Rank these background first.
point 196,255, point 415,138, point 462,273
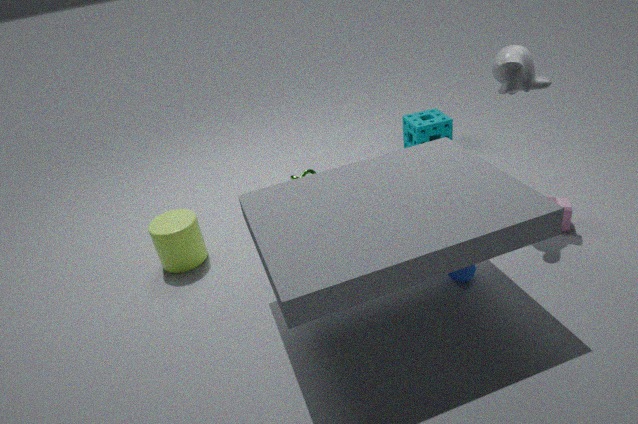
1. point 415,138
2. point 196,255
3. point 462,273
